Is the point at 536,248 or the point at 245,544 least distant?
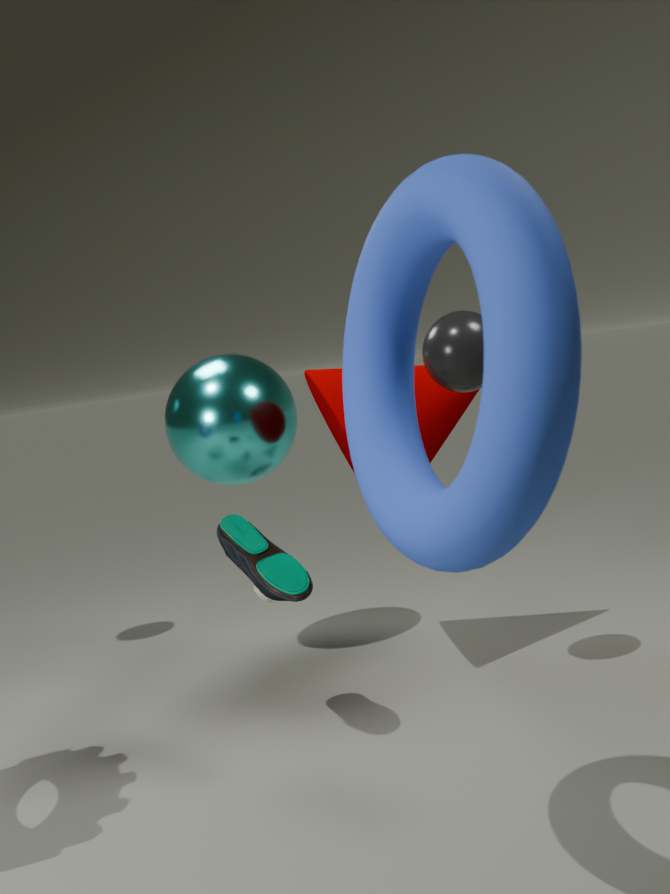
the point at 536,248
